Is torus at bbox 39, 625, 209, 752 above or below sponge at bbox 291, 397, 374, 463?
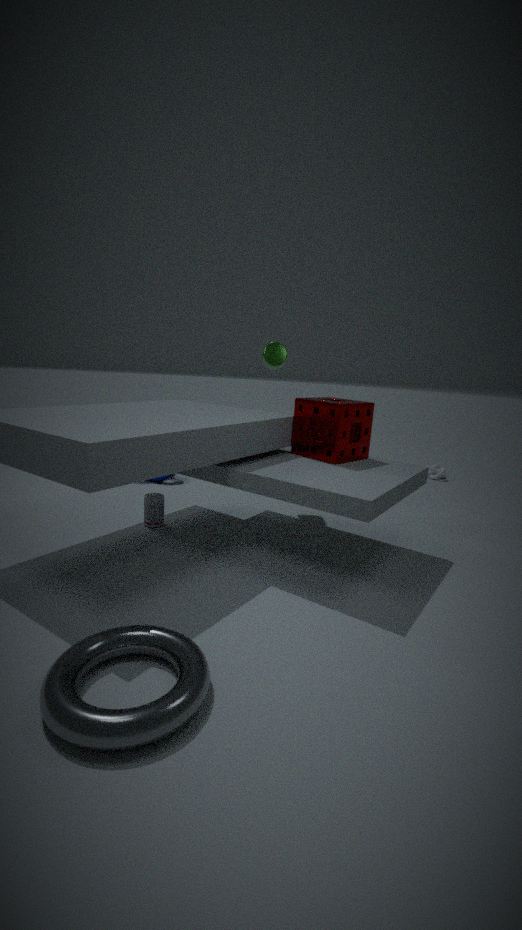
below
